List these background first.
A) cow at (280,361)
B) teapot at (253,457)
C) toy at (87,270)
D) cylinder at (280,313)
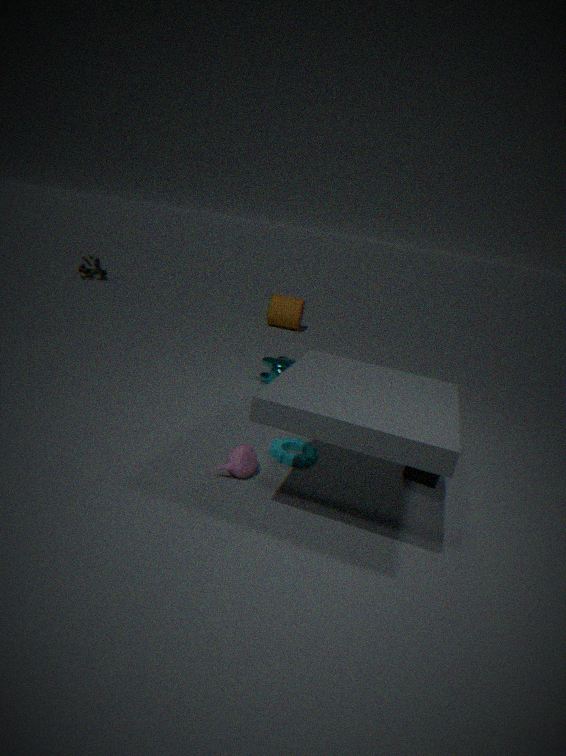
toy at (87,270)
cylinder at (280,313)
cow at (280,361)
teapot at (253,457)
